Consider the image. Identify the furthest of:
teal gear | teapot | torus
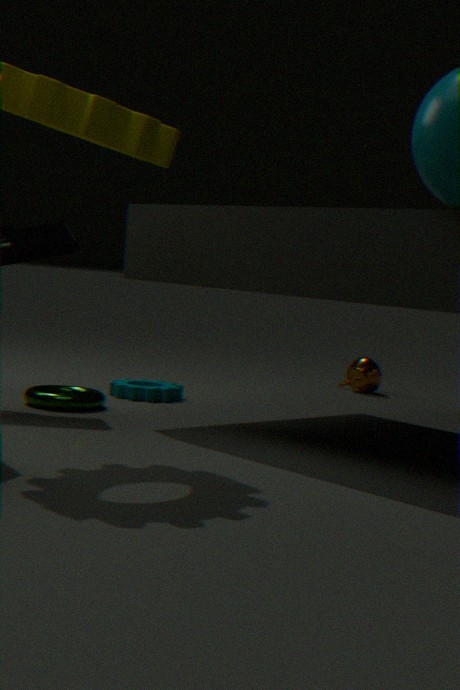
teapot
